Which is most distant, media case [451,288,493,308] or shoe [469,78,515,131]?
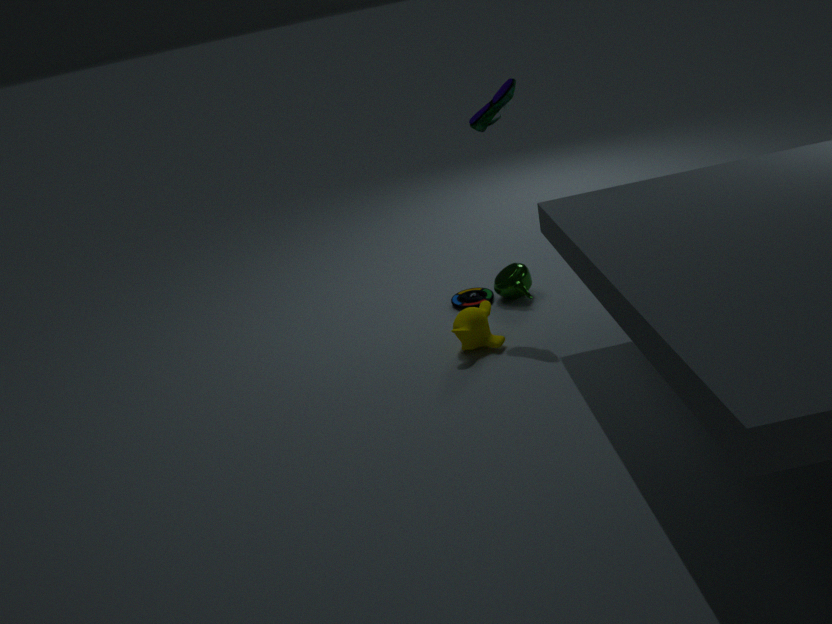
media case [451,288,493,308]
